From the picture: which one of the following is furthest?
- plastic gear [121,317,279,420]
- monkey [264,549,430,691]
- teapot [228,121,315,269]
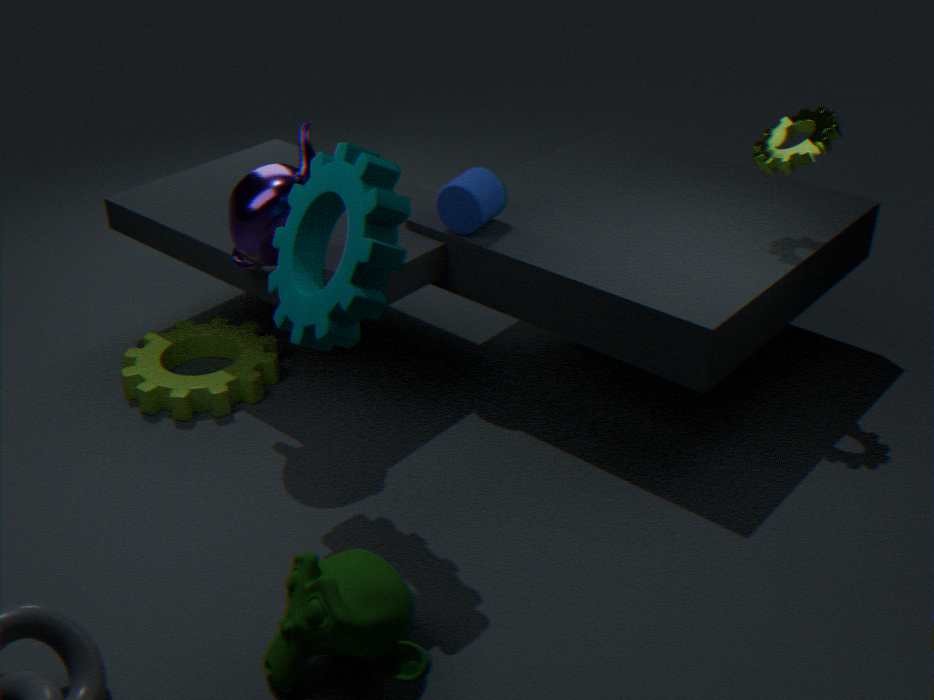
plastic gear [121,317,279,420]
